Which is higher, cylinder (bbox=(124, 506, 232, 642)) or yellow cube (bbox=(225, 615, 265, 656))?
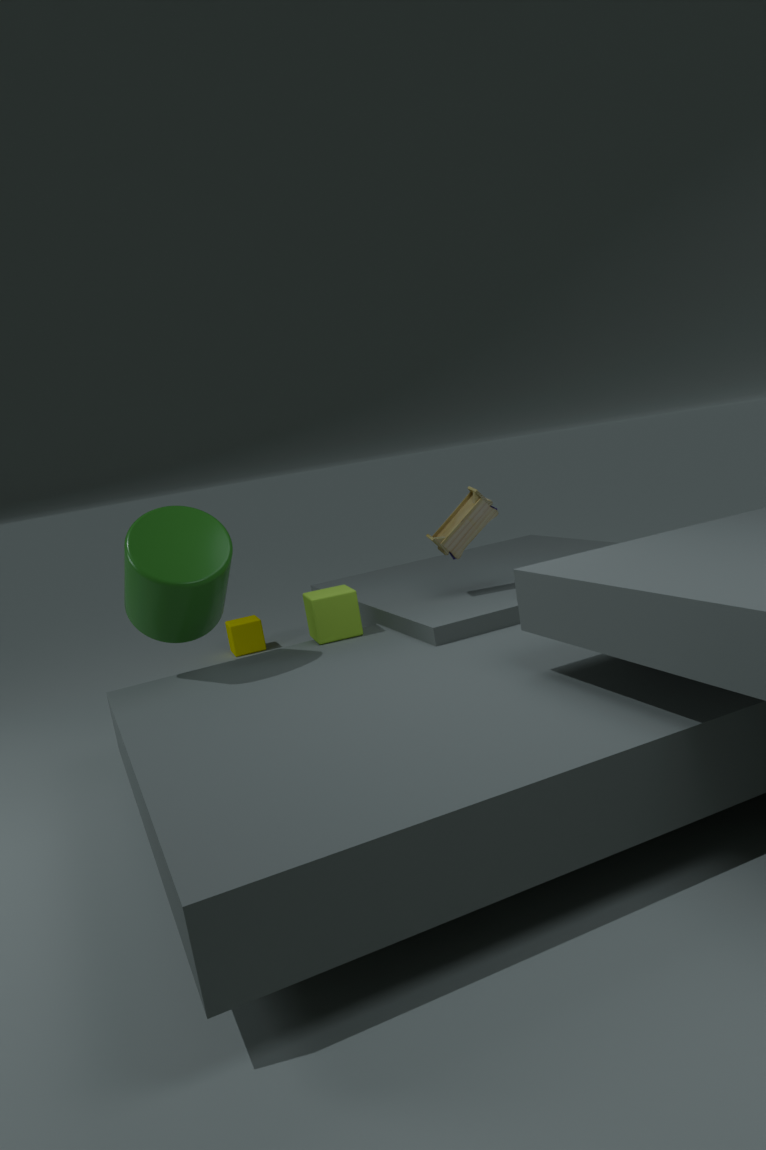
cylinder (bbox=(124, 506, 232, 642))
